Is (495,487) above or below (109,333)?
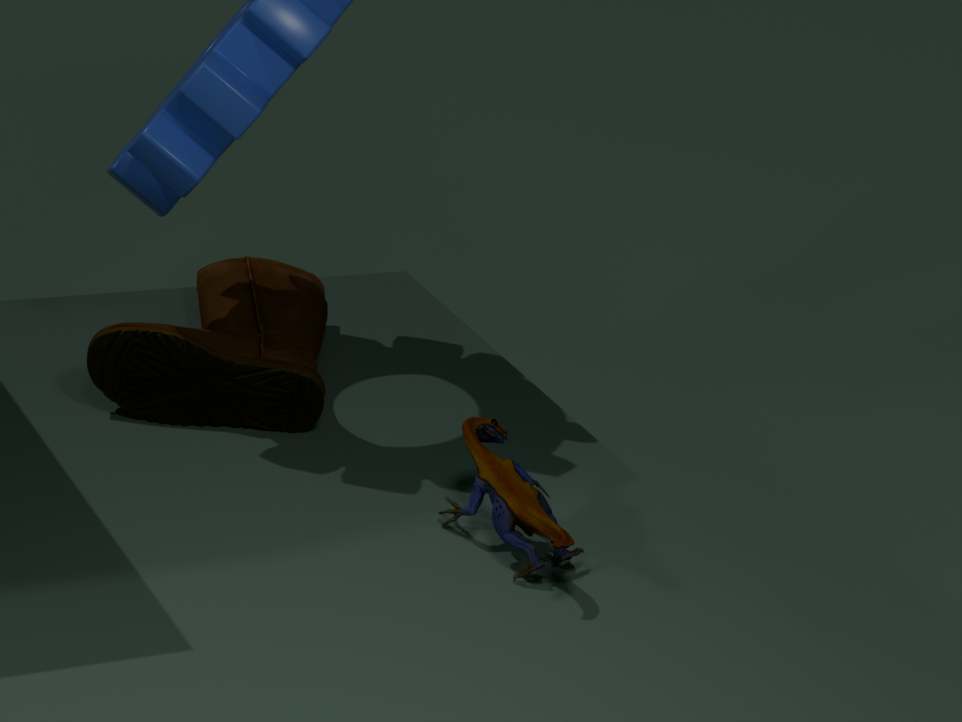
above
